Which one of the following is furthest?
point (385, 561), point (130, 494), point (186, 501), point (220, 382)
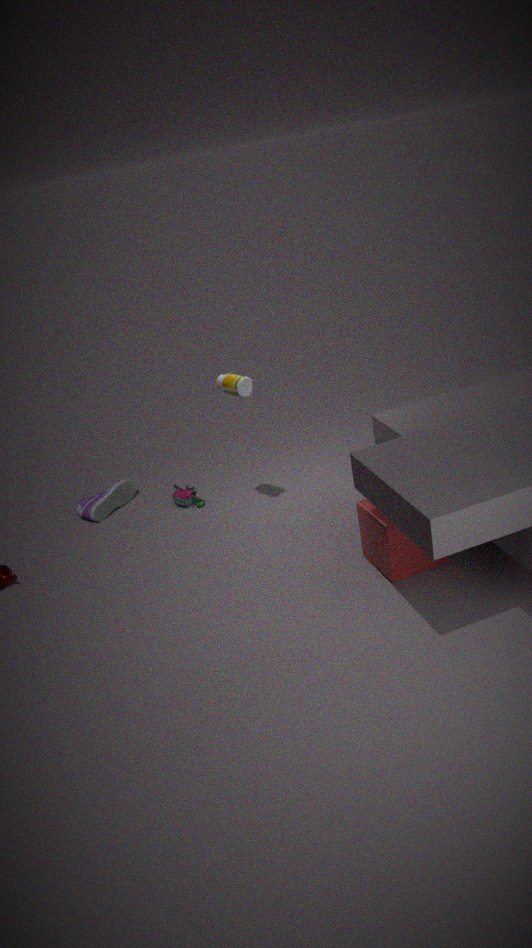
point (130, 494)
